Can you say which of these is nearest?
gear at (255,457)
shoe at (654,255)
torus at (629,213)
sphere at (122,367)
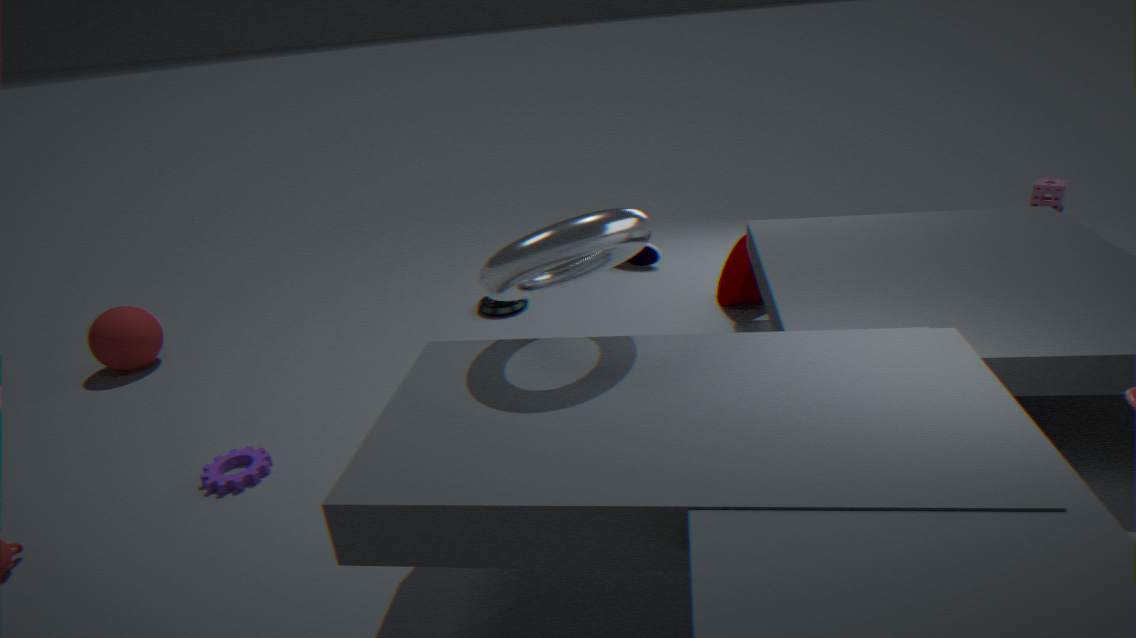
torus at (629,213)
